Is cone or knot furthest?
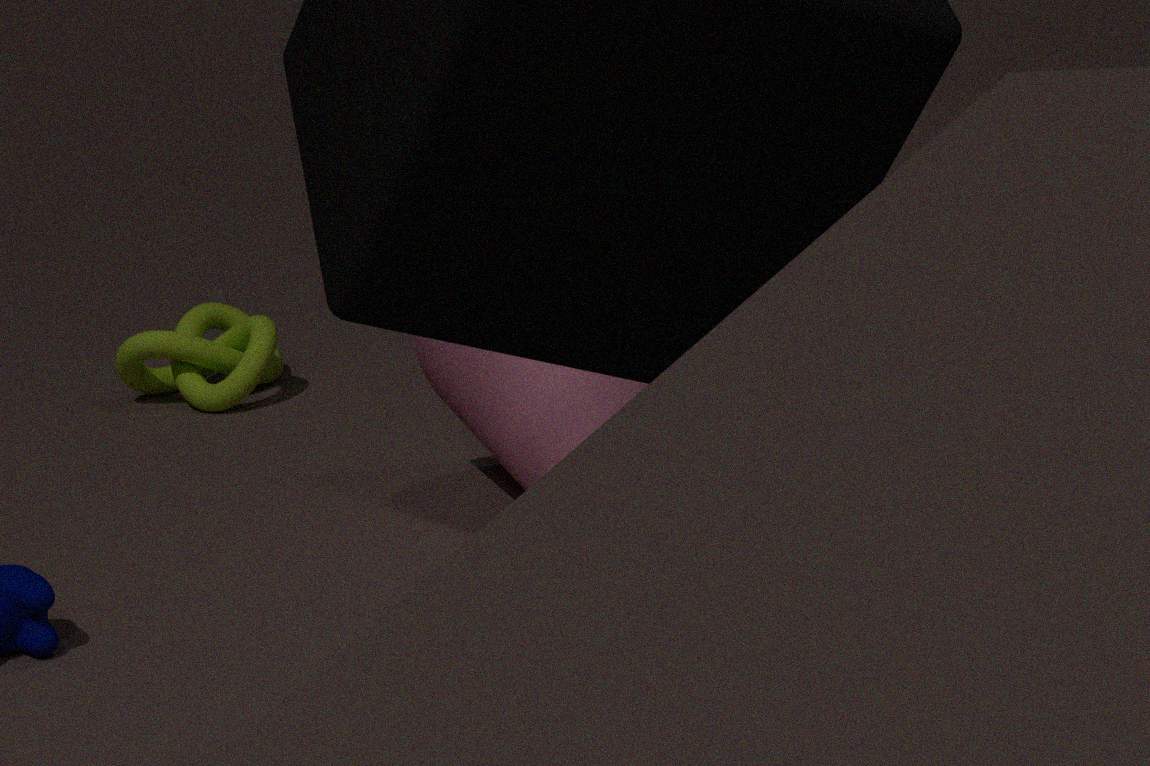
knot
